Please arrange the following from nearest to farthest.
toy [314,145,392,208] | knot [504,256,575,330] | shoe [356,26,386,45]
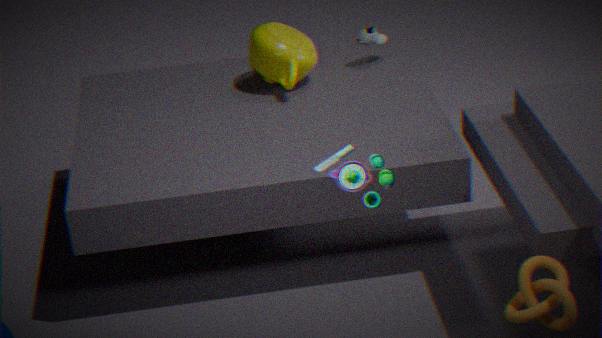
1. toy [314,145,392,208]
2. knot [504,256,575,330]
3. shoe [356,26,386,45]
